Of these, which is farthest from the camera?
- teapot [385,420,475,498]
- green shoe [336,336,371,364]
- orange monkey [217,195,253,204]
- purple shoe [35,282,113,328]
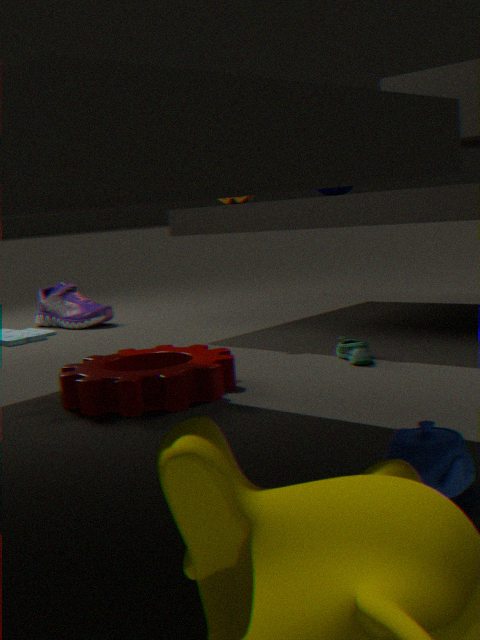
purple shoe [35,282,113,328]
